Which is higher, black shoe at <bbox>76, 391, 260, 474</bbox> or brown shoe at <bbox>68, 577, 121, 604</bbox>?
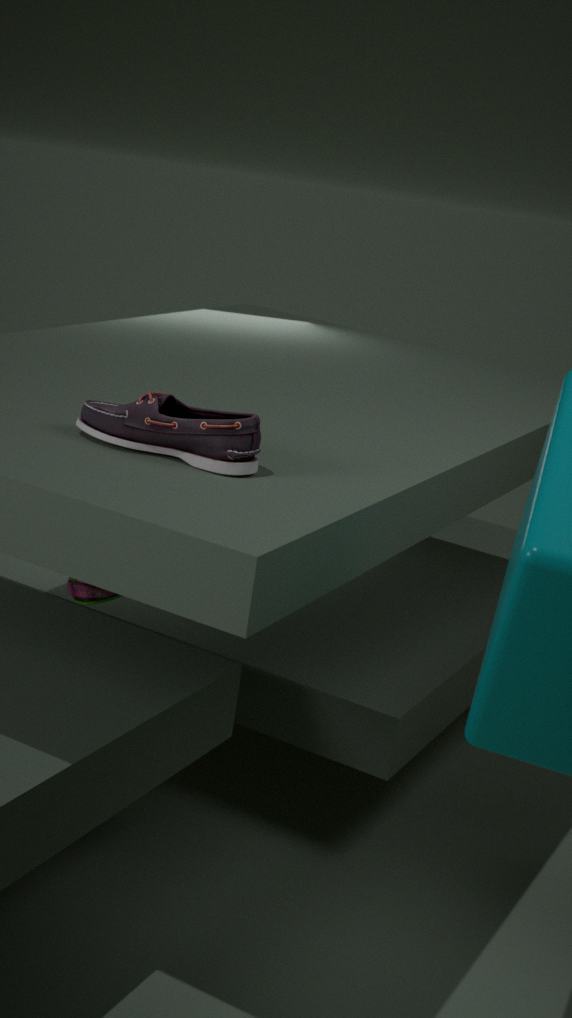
black shoe at <bbox>76, 391, 260, 474</bbox>
